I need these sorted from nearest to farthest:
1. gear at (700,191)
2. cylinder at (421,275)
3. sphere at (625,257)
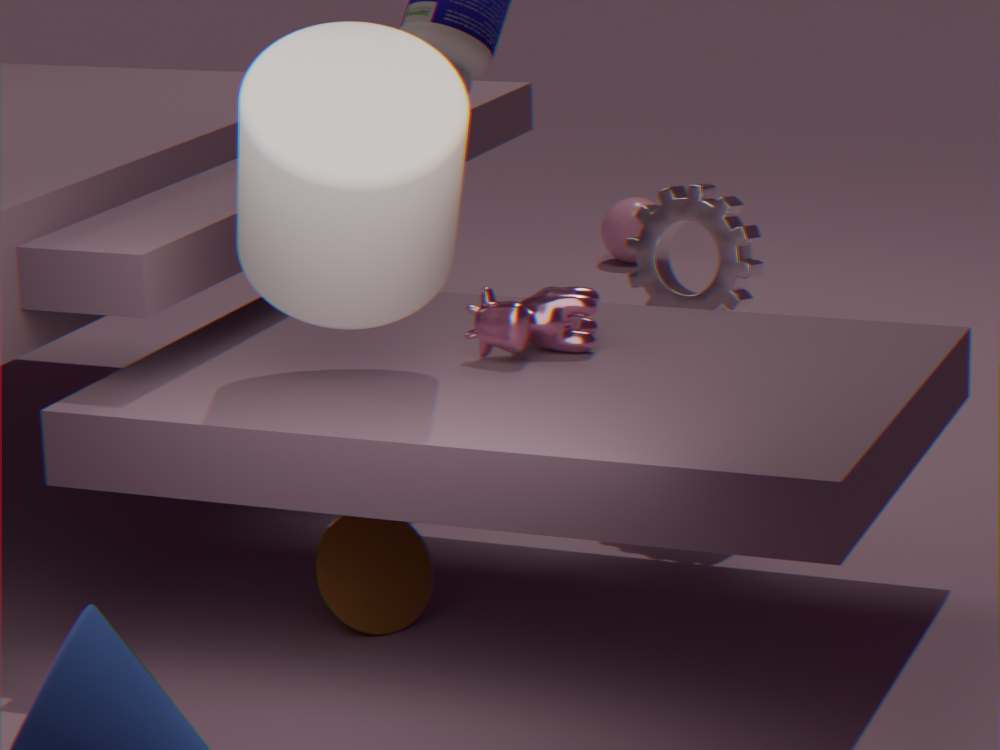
cylinder at (421,275) → gear at (700,191) → sphere at (625,257)
